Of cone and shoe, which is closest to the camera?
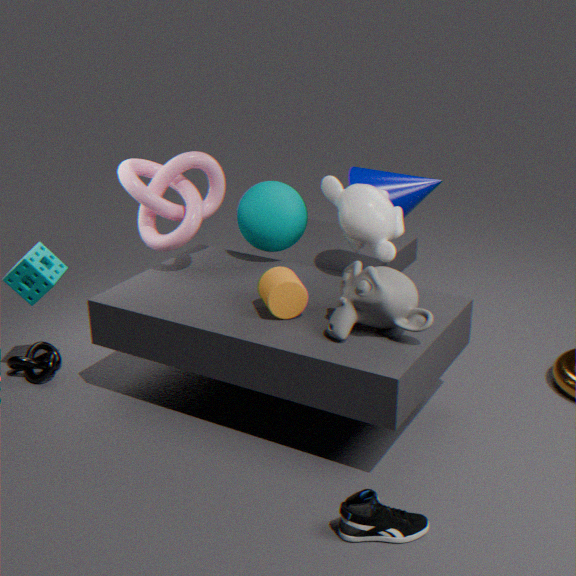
shoe
